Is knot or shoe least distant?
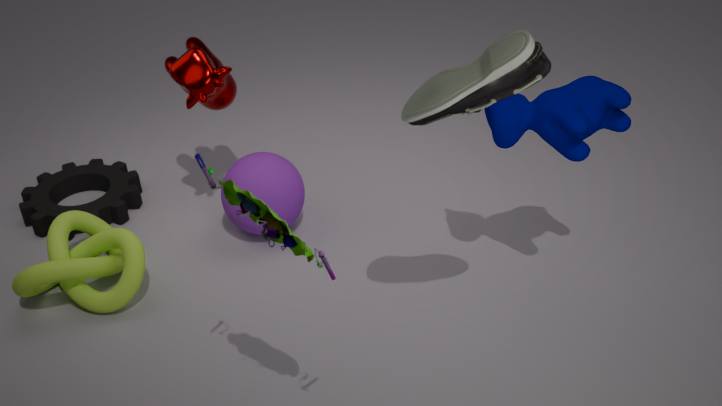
shoe
